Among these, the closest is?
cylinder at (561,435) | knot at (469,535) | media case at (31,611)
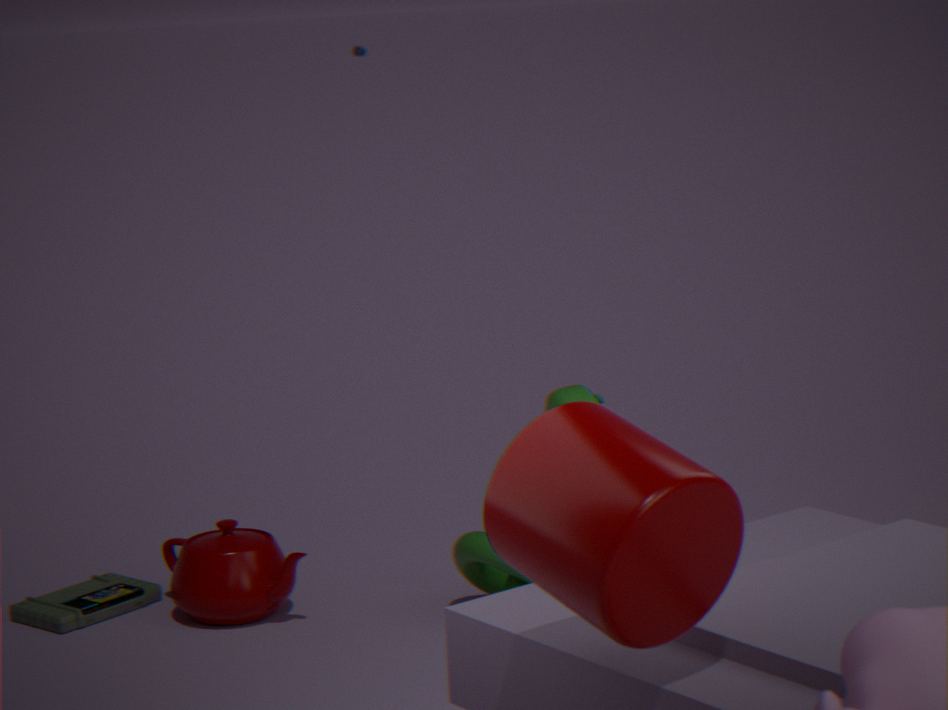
cylinder at (561,435)
